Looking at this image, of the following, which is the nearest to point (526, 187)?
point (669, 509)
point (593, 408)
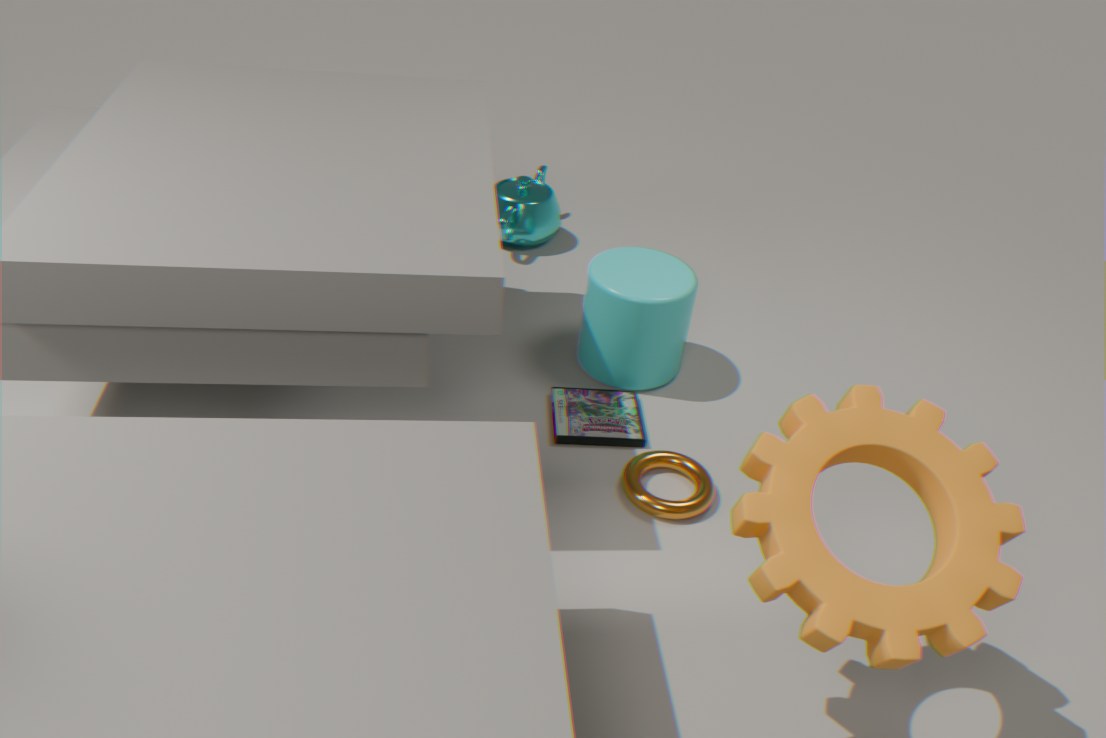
point (593, 408)
